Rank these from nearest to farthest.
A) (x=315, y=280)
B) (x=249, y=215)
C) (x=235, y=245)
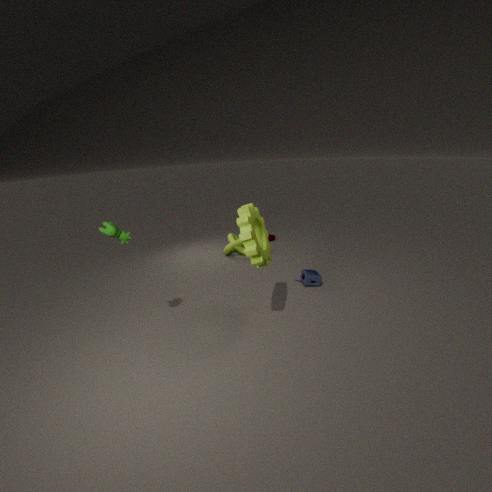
(x=249, y=215)
(x=315, y=280)
(x=235, y=245)
